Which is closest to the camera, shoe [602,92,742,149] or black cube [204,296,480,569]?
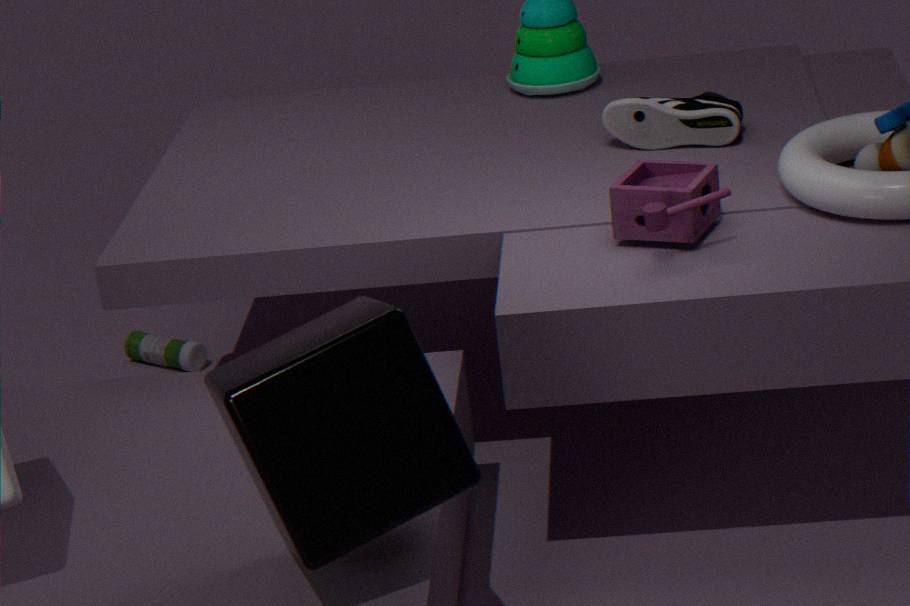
black cube [204,296,480,569]
